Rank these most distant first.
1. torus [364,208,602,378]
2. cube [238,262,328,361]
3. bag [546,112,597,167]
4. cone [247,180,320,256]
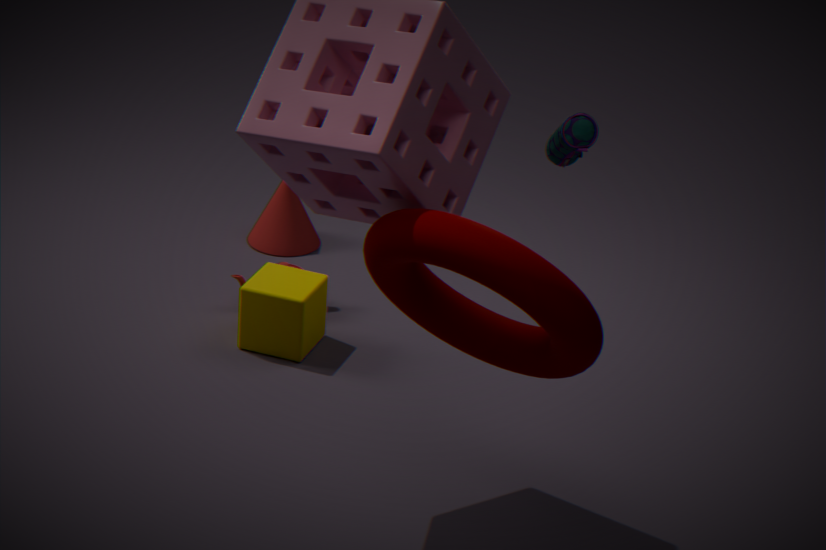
1. cone [247,180,320,256]
2. cube [238,262,328,361]
3. bag [546,112,597,167]
4. torus [364,208,602,378]
